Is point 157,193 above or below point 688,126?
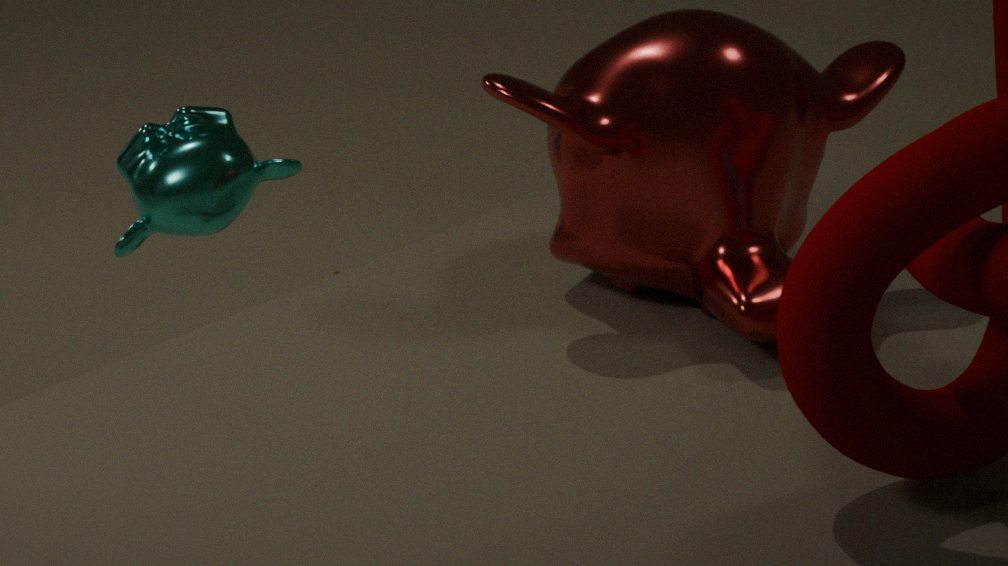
below
